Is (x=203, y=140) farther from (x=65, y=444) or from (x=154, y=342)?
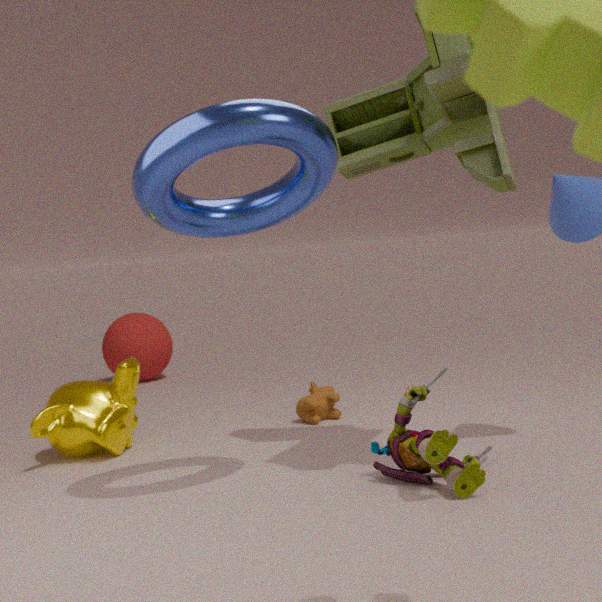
(x=154, y=342)
